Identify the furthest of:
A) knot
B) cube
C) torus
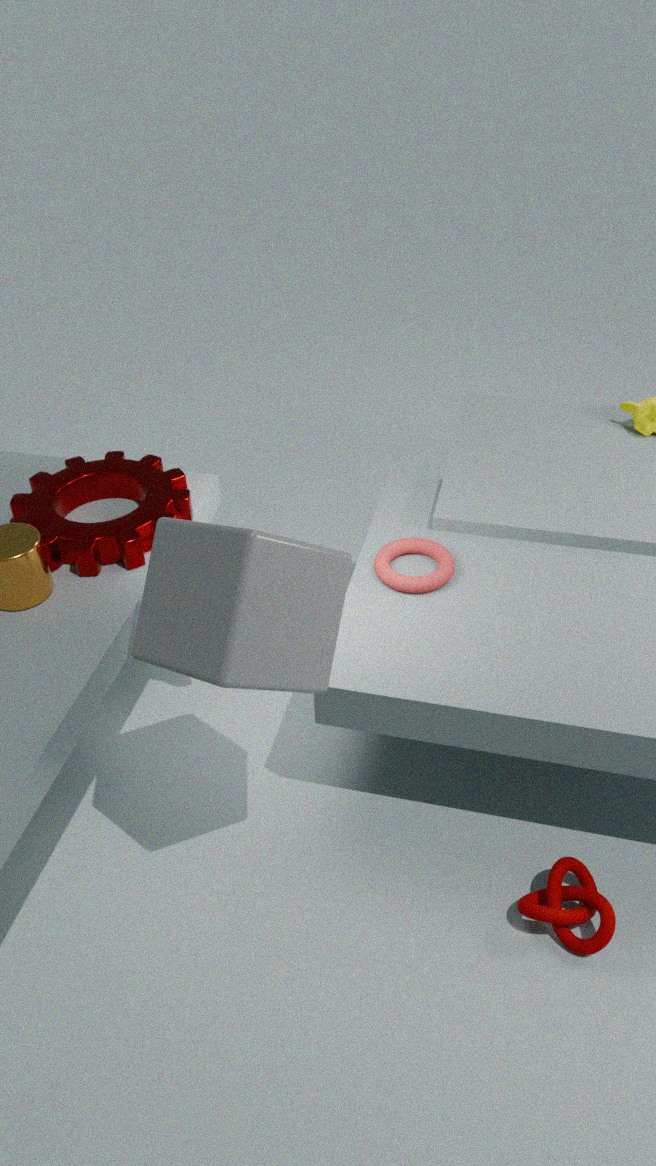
torus
